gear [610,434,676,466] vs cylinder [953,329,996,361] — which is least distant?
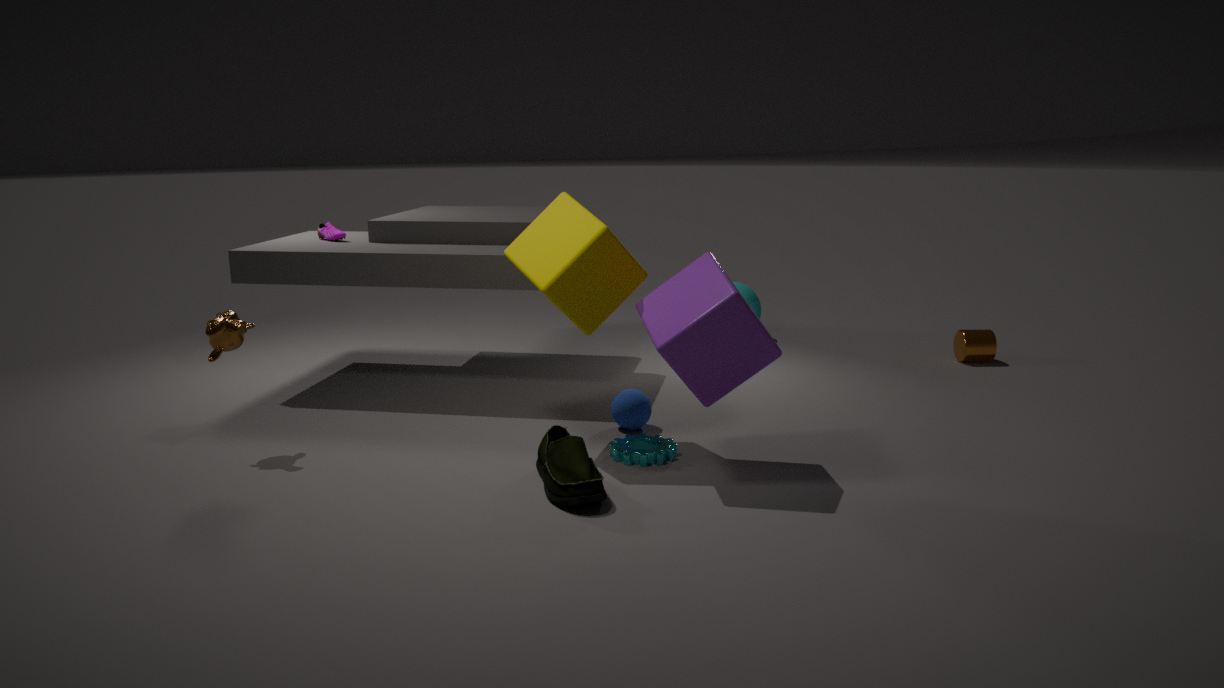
gear [610,434,676,466]
